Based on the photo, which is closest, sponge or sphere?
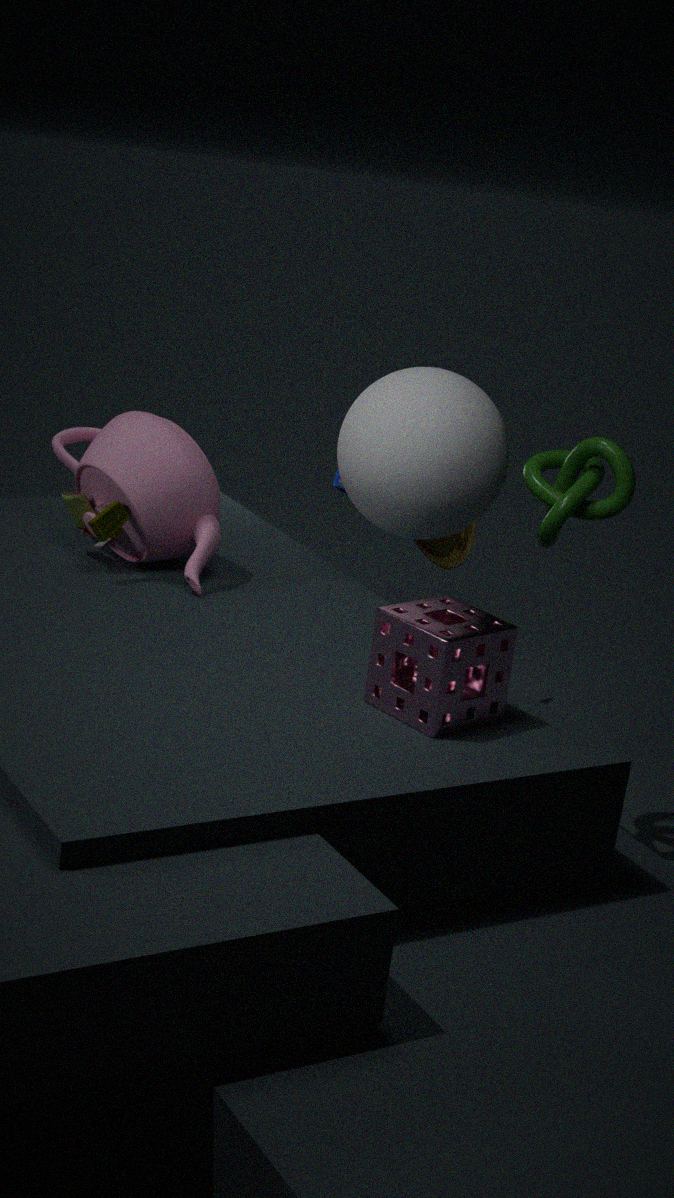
sponge
